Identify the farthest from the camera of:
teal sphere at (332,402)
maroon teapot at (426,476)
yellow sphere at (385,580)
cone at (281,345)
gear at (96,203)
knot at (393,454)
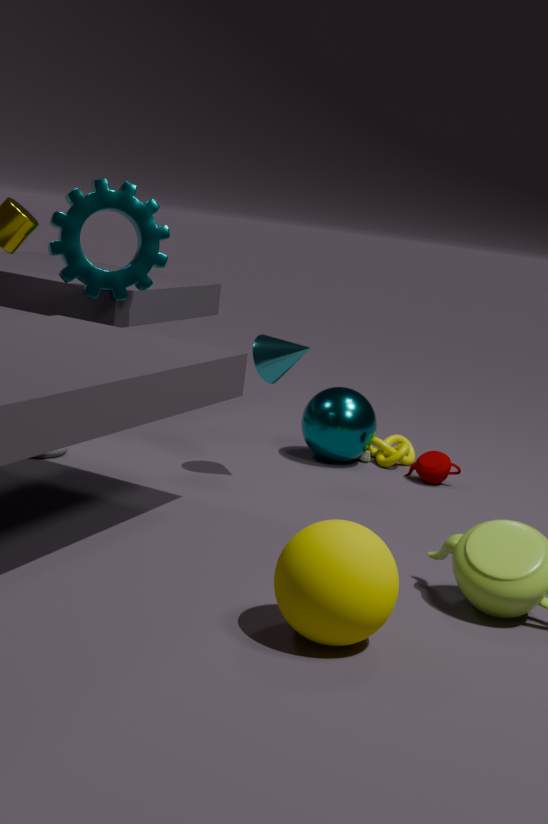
knot at (393,454)
